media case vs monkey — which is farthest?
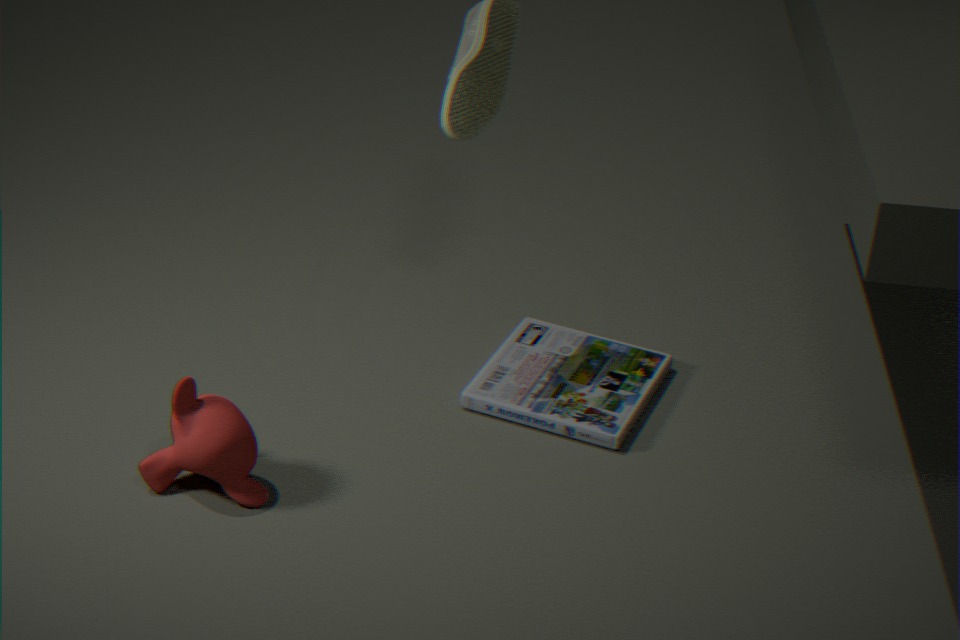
media case
